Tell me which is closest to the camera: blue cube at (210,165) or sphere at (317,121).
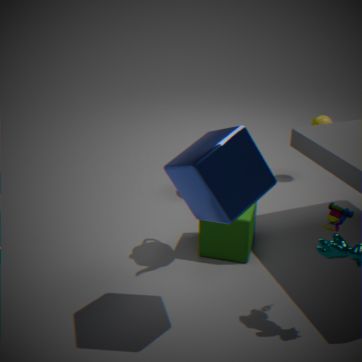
blue cube at (210,165)
